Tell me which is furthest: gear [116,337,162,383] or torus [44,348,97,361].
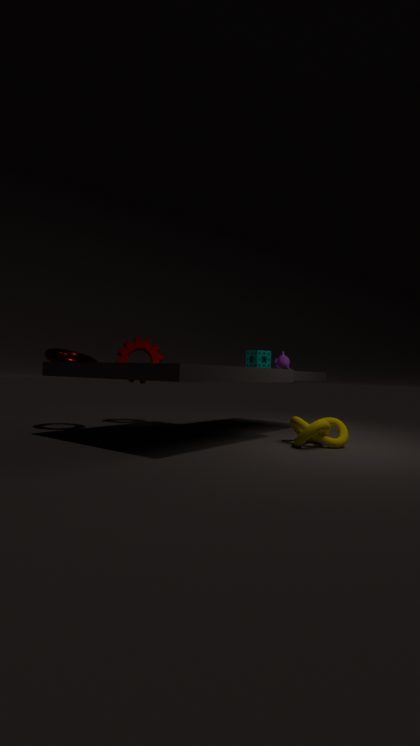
gear [116,337,162,383]
